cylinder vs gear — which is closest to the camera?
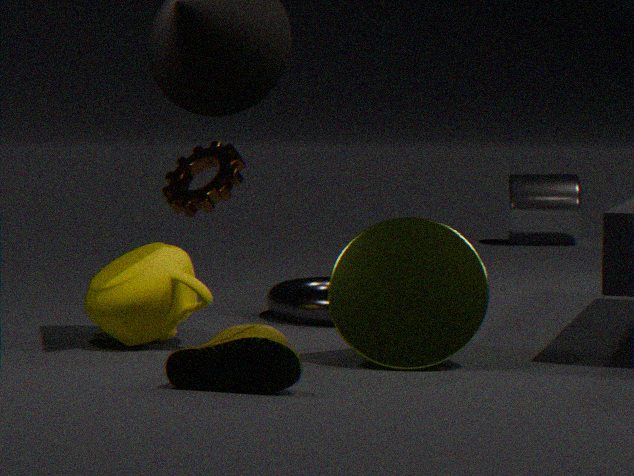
gear
